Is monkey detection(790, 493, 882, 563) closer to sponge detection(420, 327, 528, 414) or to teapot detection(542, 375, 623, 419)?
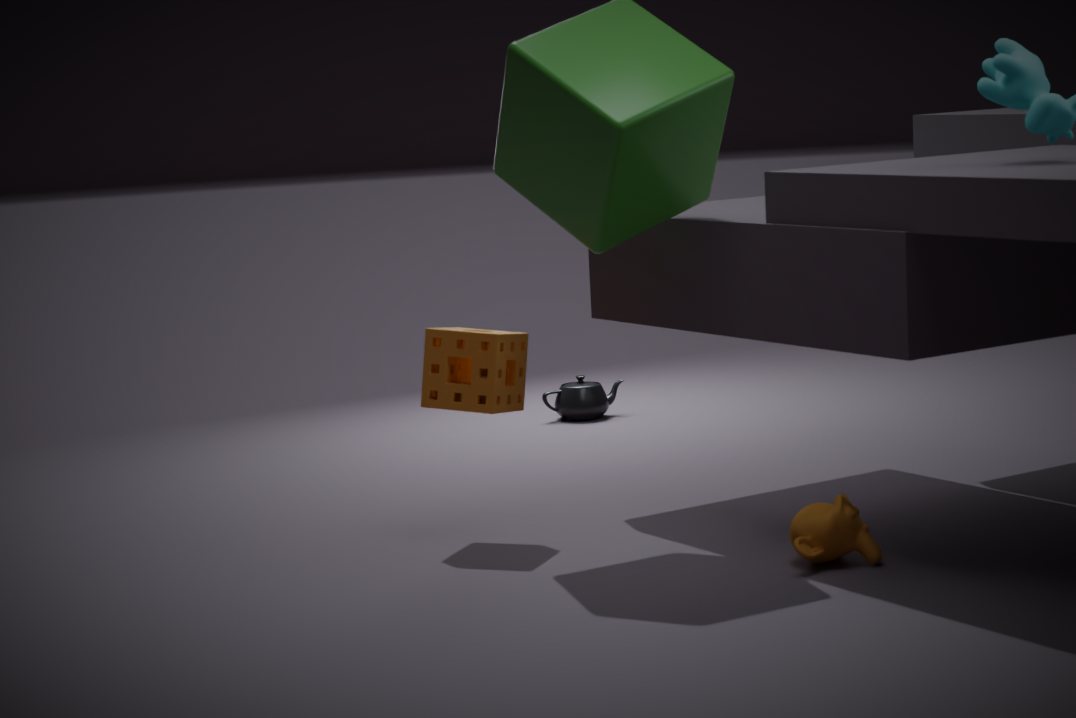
sponge detection(420, 327, 528, 414)
